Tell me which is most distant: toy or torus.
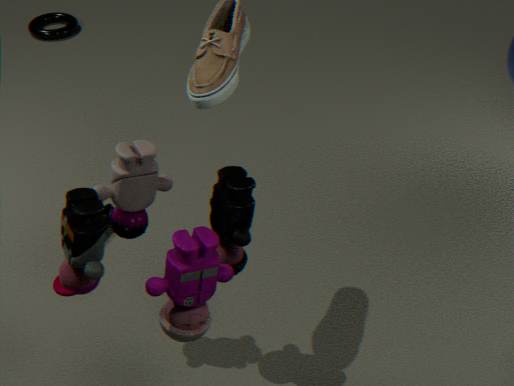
torus
